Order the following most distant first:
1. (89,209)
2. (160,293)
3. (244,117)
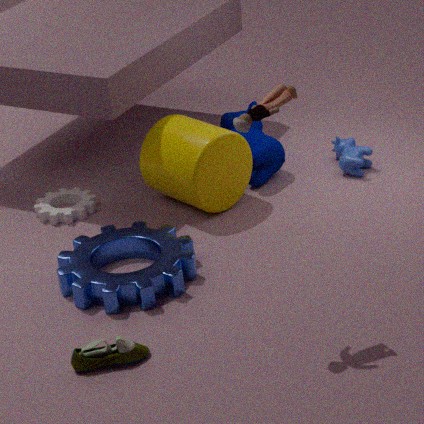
(89,209)
(160,293)
(244,117)
